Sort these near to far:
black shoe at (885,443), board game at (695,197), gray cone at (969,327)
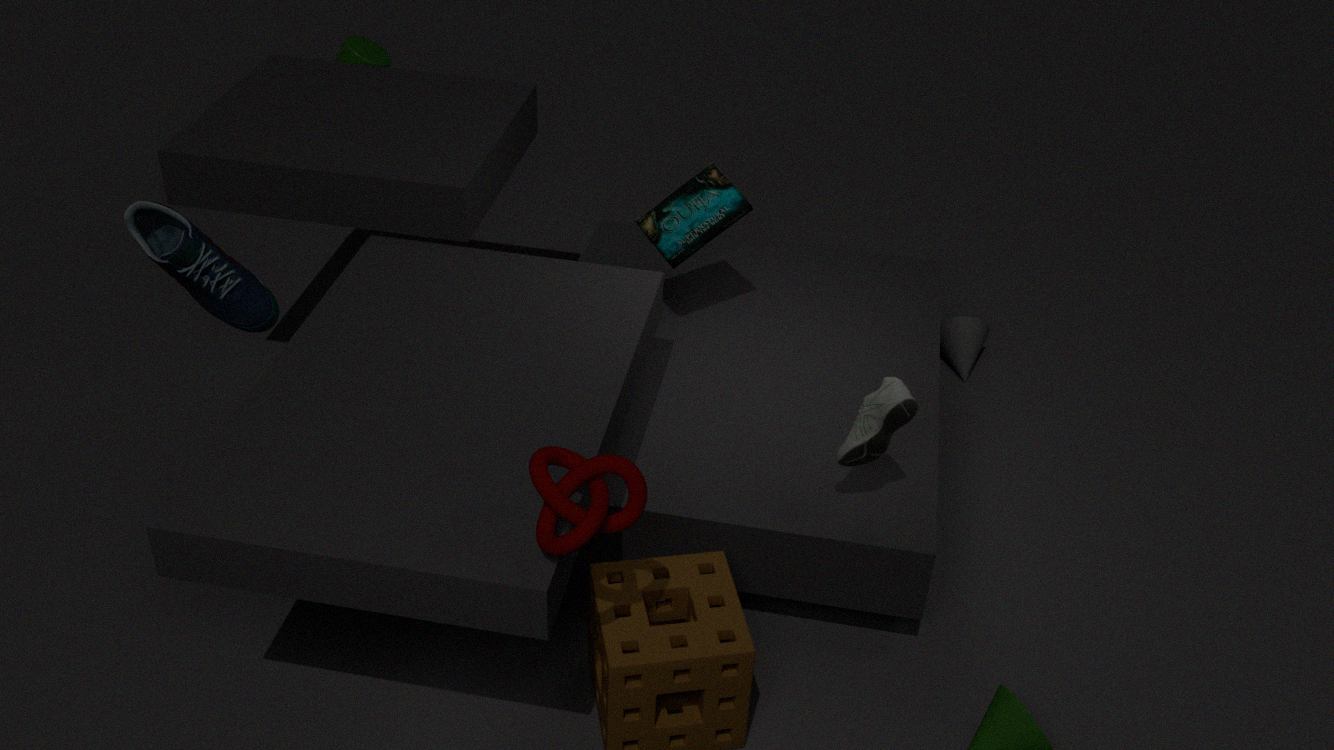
black shoe at (885,443)
board game at (695,197)
gray cone at (969,327)
